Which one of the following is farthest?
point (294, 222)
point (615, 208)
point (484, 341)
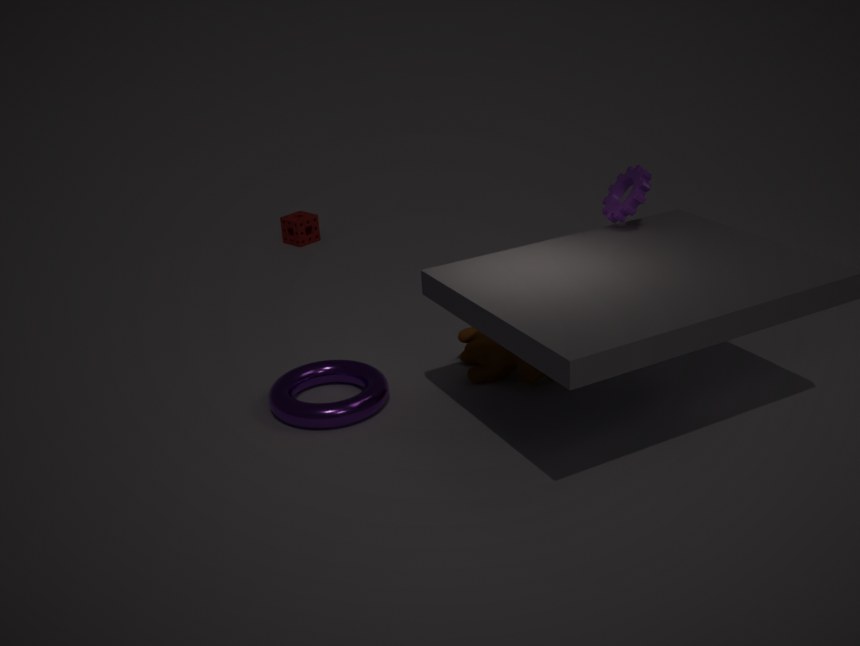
point (294, 222)
